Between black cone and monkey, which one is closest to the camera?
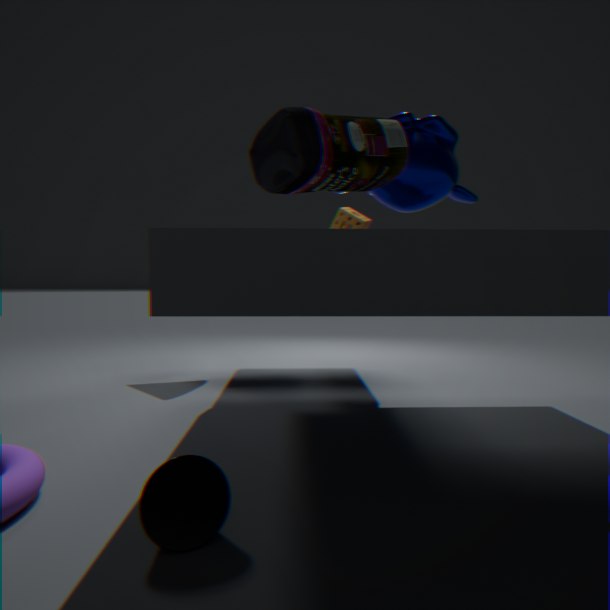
black cone
